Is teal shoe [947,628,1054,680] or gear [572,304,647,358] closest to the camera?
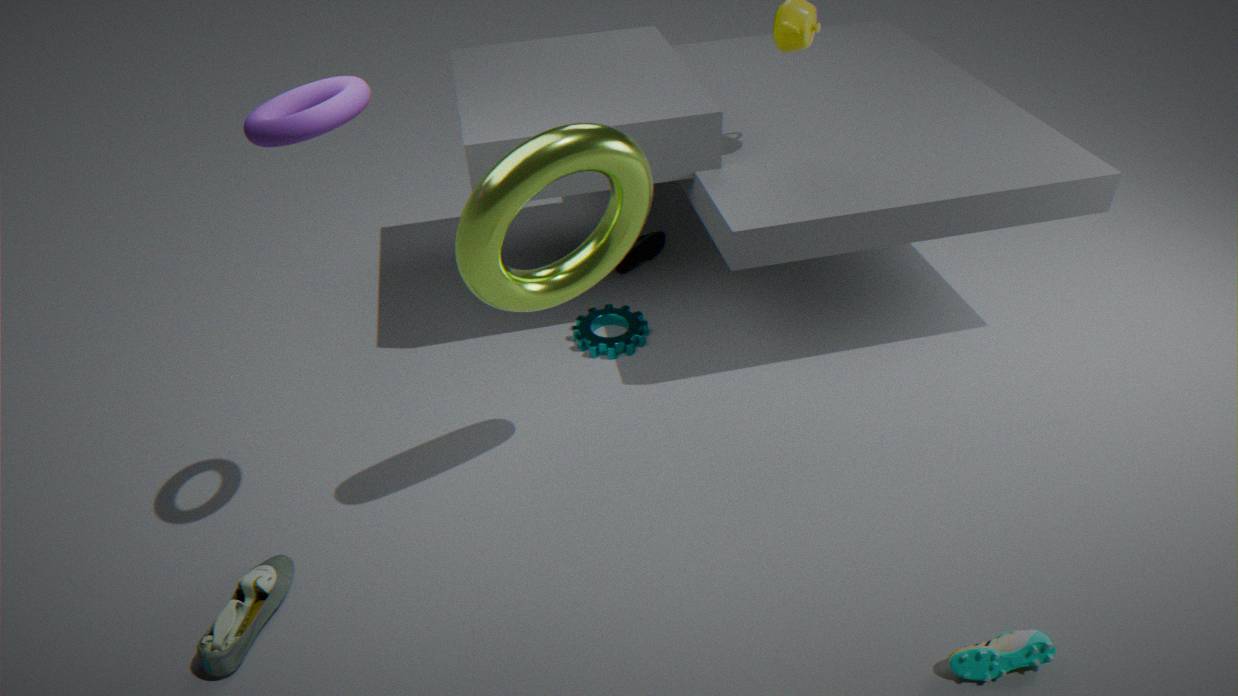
teal shoe [947,628,1054,680]
